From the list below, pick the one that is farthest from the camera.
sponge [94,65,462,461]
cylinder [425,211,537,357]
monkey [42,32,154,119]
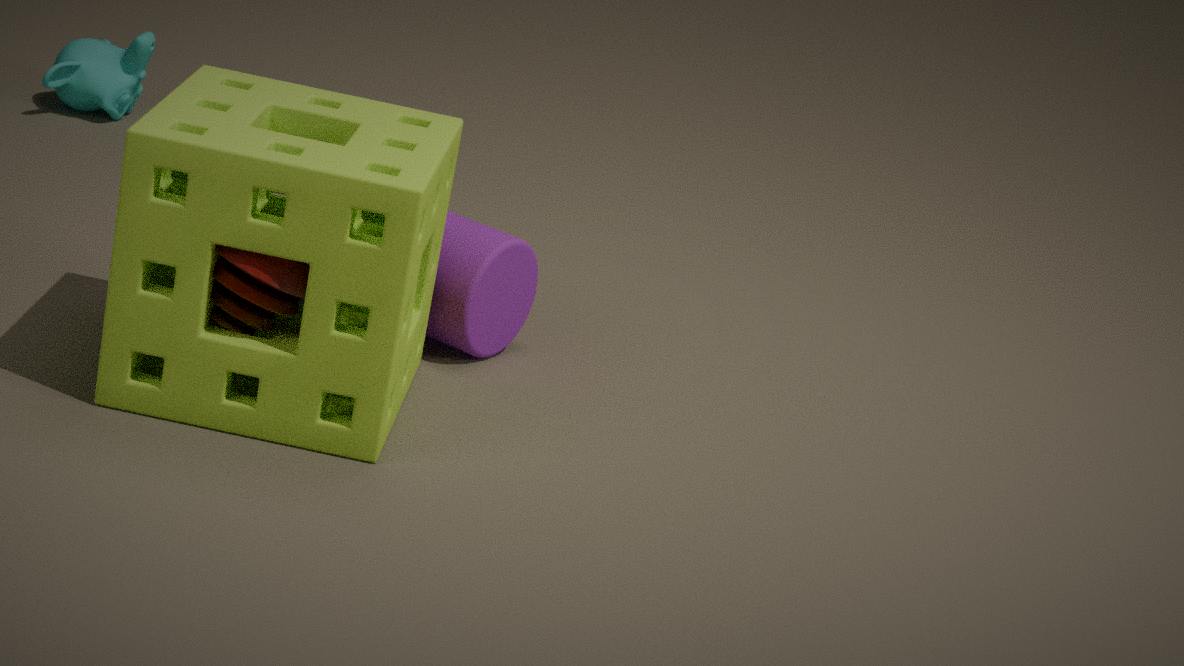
monkey [42,32,154,119]
